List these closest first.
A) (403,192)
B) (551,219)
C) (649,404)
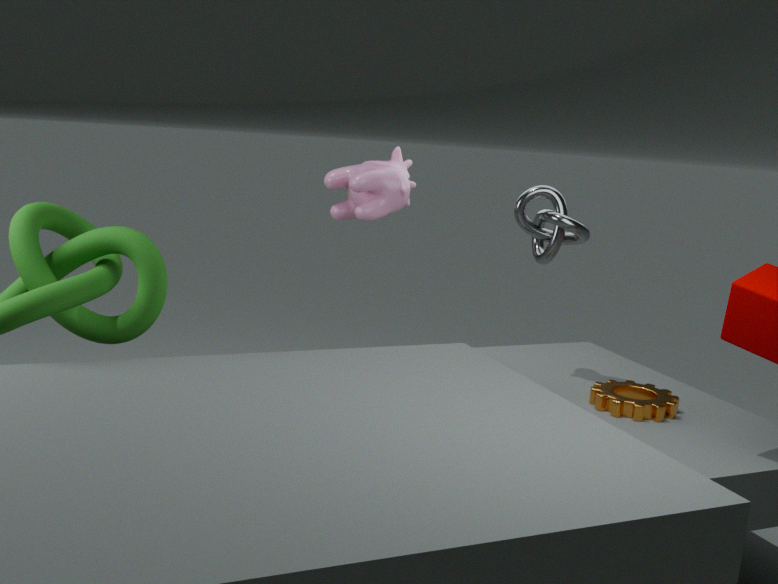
1. (649,404)
2. (551,219)
3. (403,192)
